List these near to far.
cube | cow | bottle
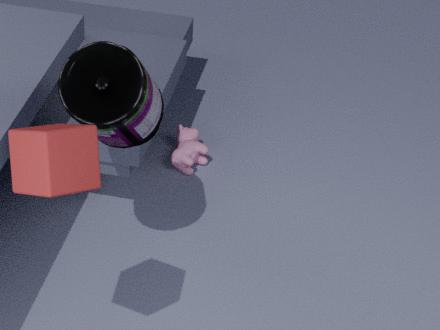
cube
bottle
cow
